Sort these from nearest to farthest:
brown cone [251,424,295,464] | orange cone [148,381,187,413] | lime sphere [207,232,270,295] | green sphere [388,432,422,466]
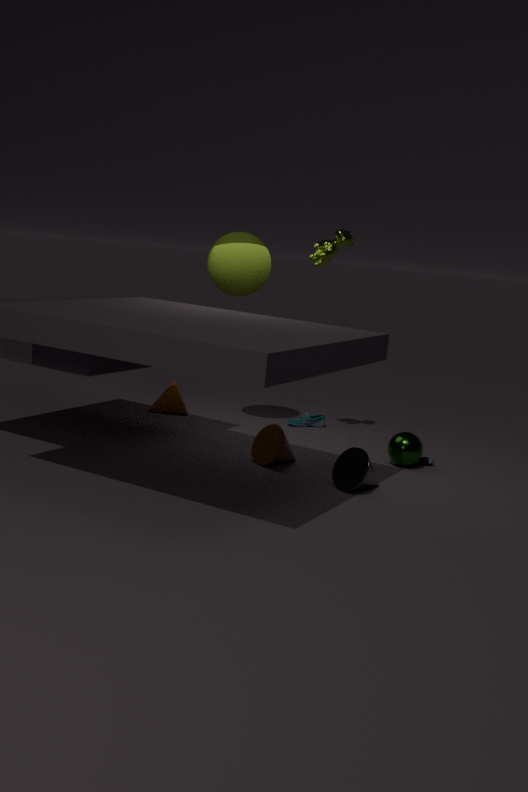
1. brown cone [251,424,295,464]
2. green sphere [388,432,422,466]
3. lime sphere [207,232,270,295]
4. orange cone [148,381,187,413]
